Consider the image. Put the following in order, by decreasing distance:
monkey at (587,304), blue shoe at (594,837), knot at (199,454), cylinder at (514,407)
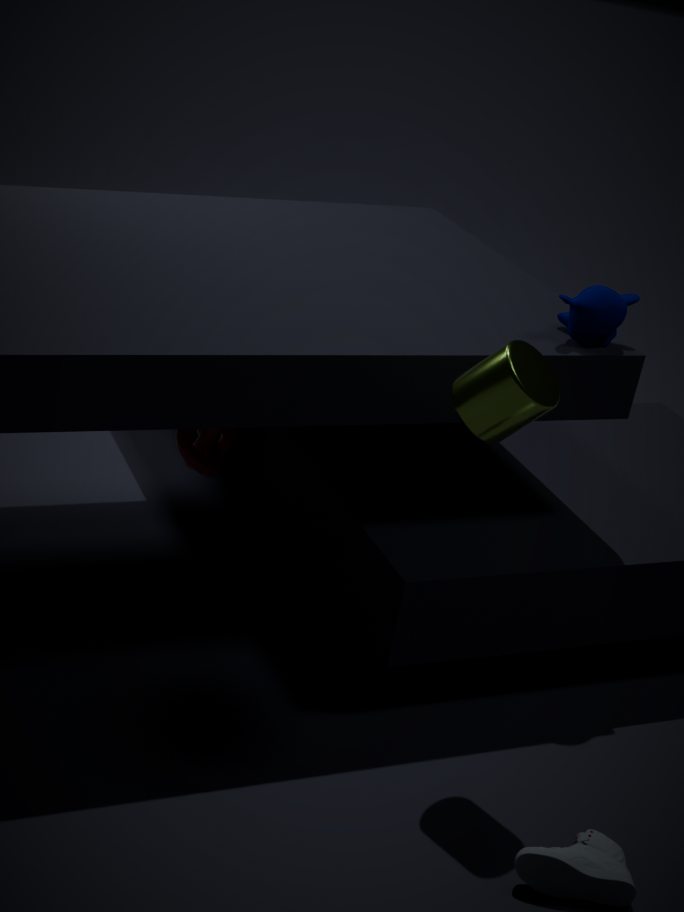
knot at (199,454) → monkey at (587,304) → cylinder at (514,407) → blue shoe at (594,837)
